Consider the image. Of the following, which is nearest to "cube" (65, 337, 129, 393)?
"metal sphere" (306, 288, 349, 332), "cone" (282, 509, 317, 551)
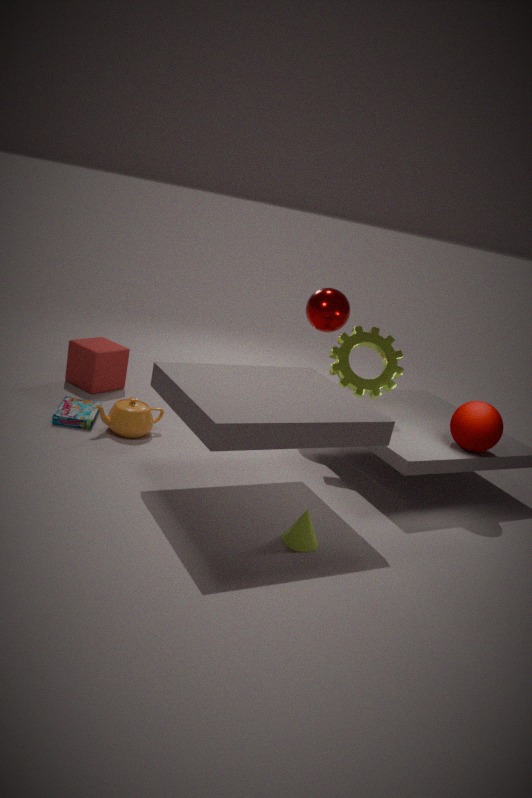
"metal sphere" (306, 288, 349, 332)
